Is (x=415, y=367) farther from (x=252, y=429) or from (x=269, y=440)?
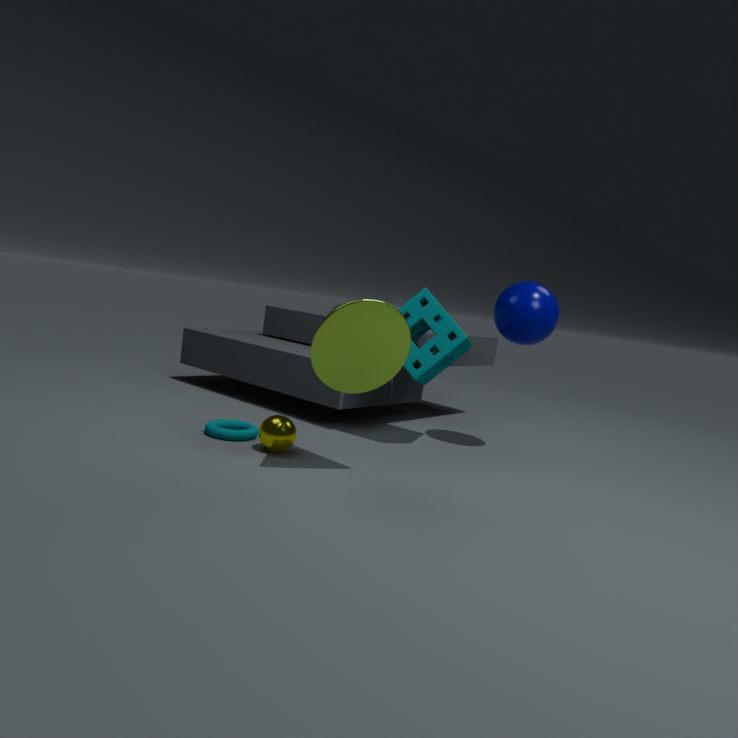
(x=252, y=429)
